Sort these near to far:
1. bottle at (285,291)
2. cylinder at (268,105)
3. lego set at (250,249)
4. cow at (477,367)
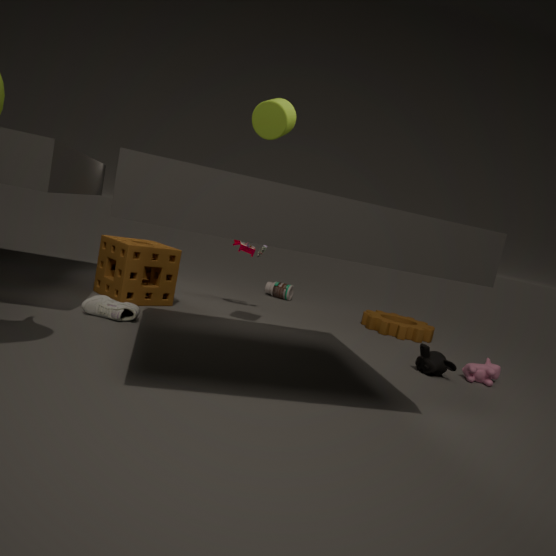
cylinder at (268,105) < cow at (477,367) < lego set at (250,249) < bottle at (285,291)
